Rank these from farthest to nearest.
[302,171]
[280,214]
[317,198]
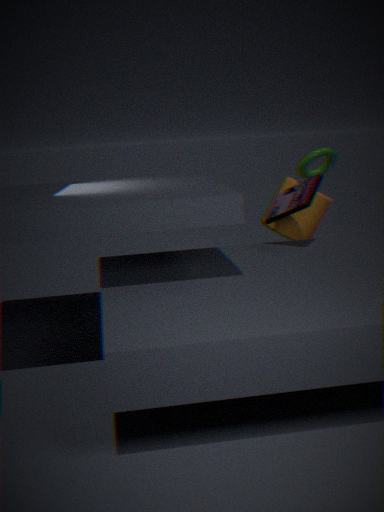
1. [317,198]
2. [302,171]
3. [280,214]
